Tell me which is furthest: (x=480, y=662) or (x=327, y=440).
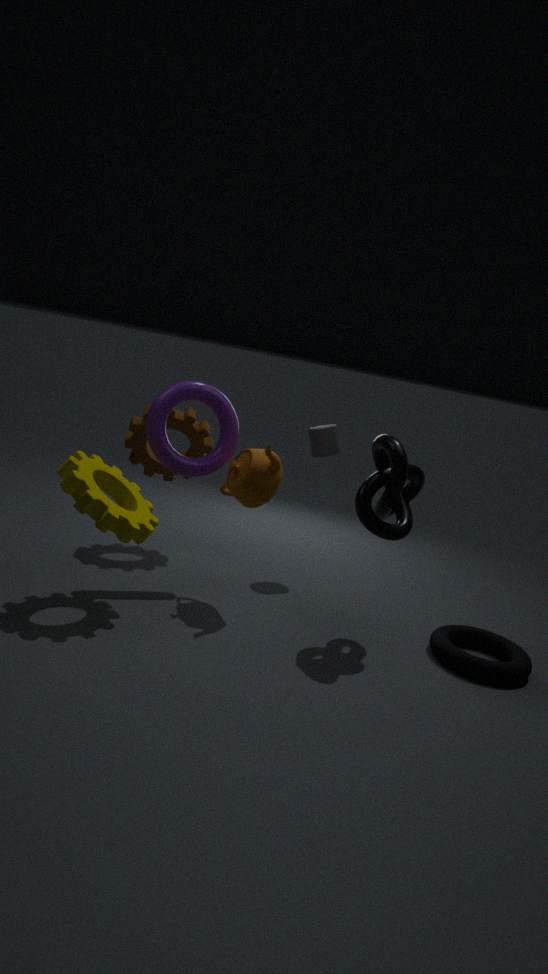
(x=327, y=440)
